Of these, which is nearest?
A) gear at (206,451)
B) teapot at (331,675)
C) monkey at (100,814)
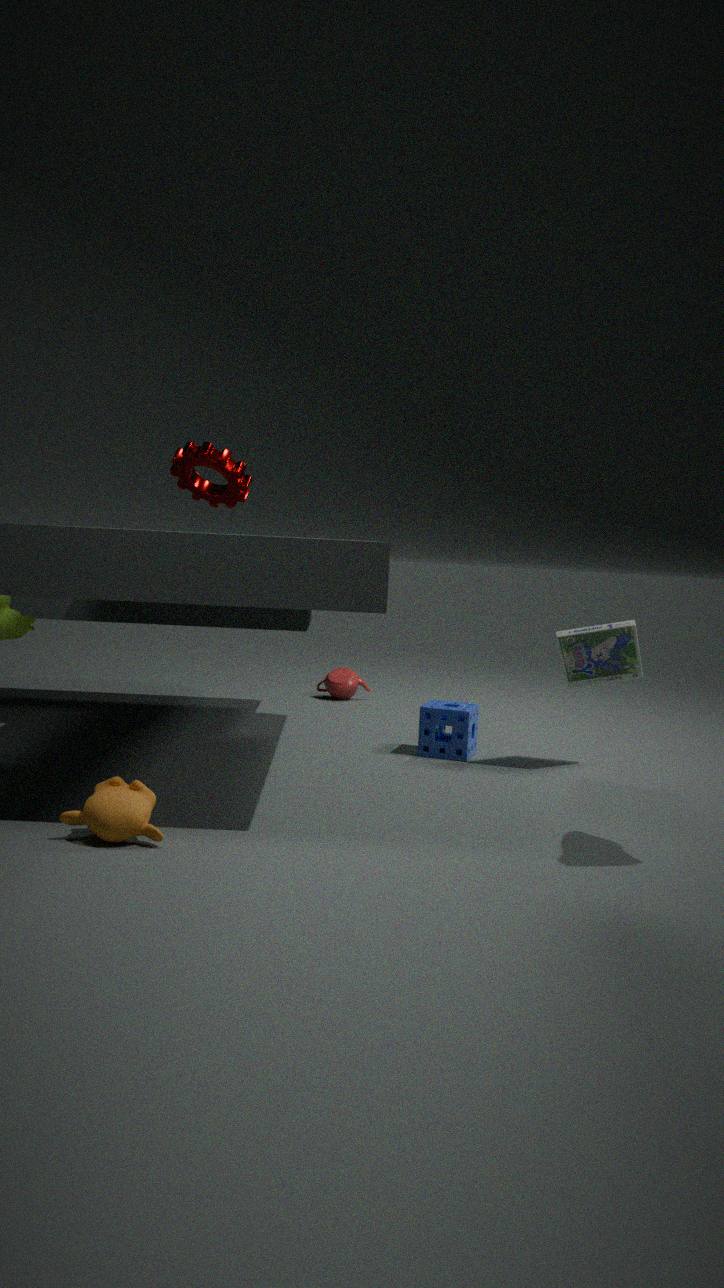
monkey at (100,814)
